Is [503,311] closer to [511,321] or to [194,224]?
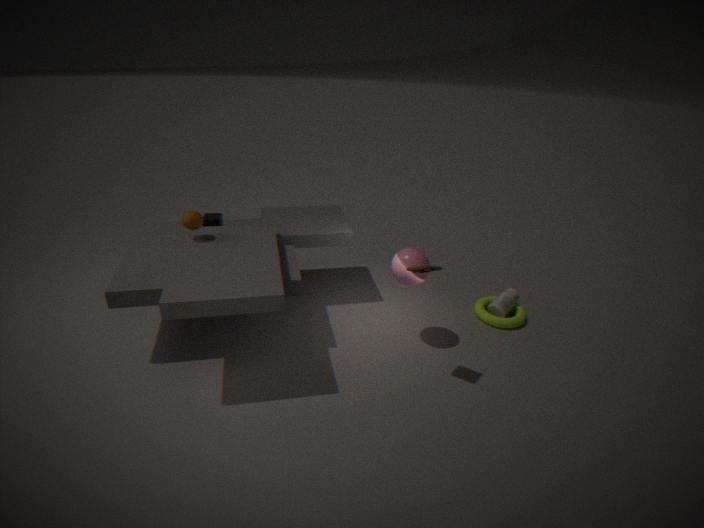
[511,321]
